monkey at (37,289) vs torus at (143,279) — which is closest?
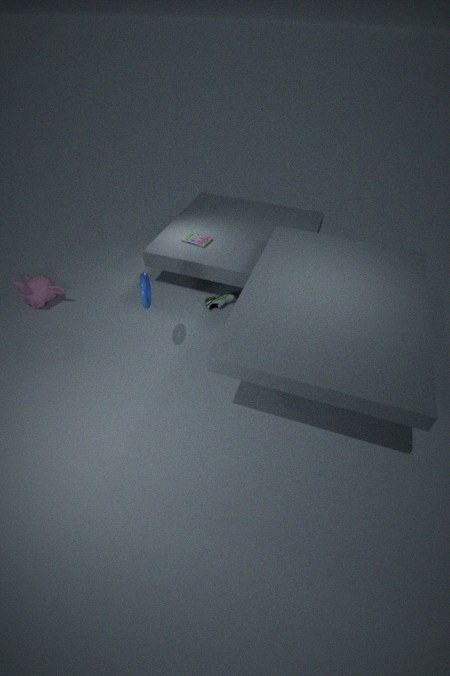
torus at (143,279)
